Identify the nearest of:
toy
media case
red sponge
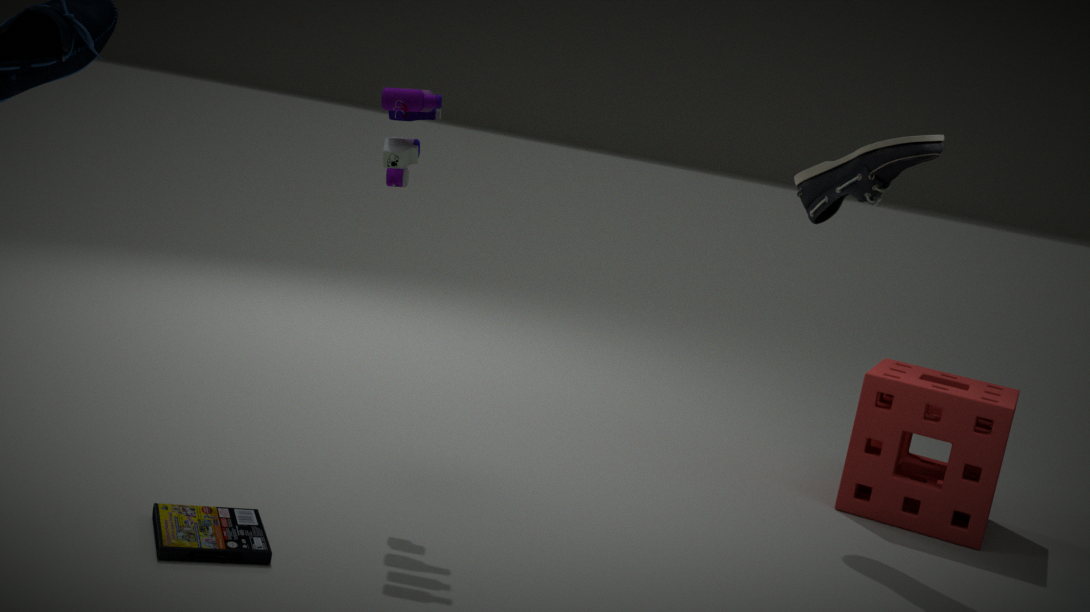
media case
